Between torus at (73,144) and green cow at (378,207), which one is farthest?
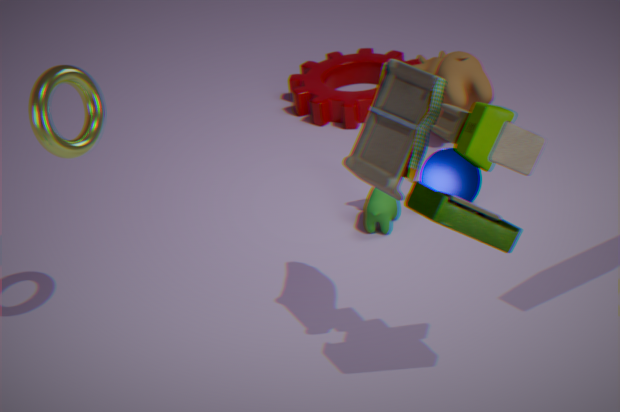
green cow at (378,207)
